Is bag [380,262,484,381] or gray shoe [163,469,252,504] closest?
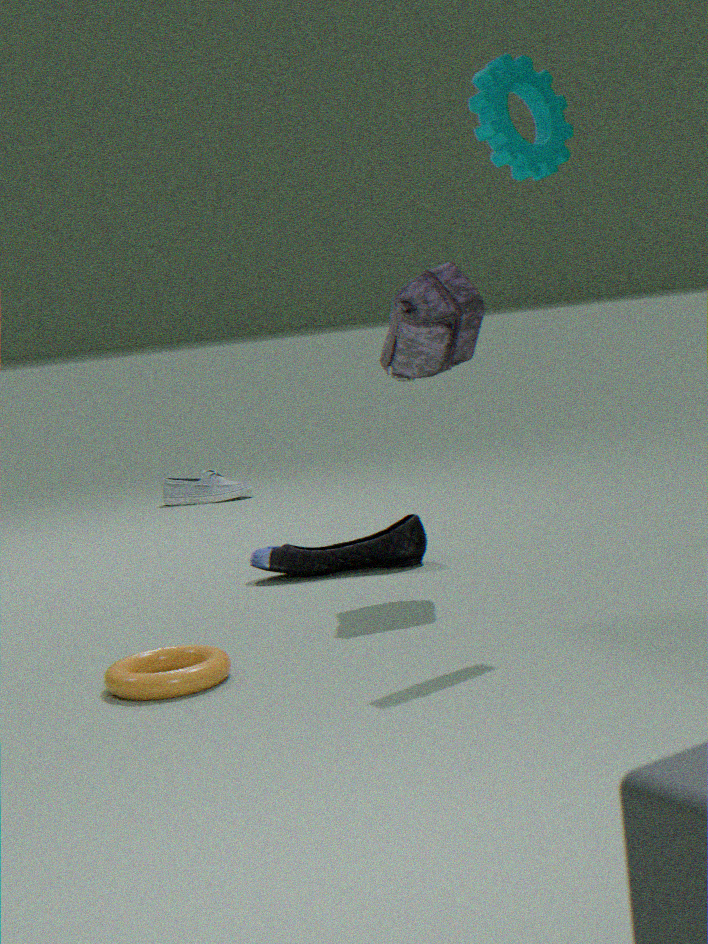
bag [380,262,484,381]
